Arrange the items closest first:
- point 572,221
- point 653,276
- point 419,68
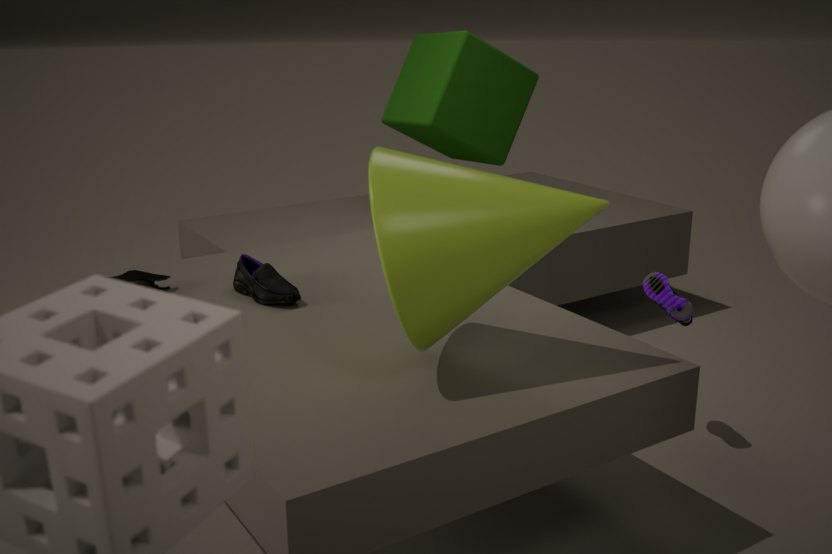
point 572,221 < point 653,276 < point 419,68
